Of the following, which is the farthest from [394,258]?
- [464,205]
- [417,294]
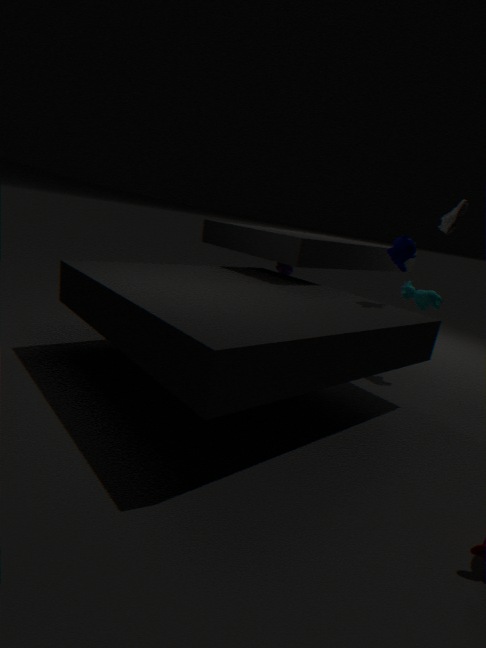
[464,205]
